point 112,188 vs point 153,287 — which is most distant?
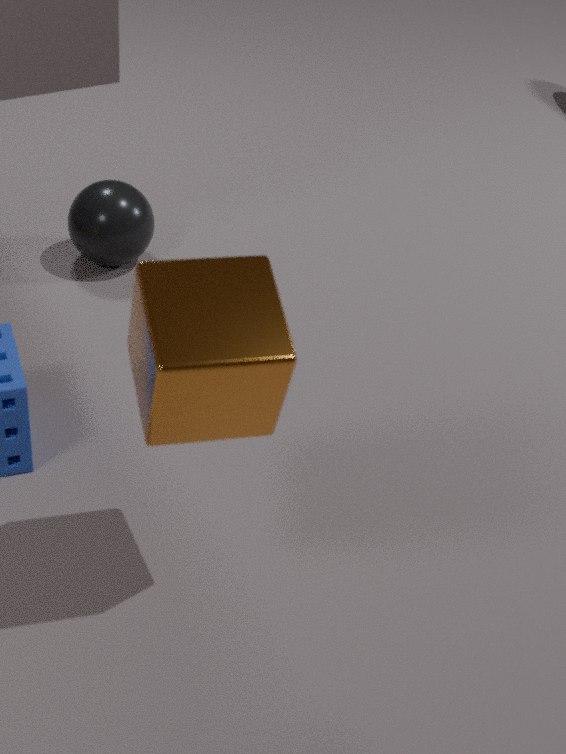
point 112,188
